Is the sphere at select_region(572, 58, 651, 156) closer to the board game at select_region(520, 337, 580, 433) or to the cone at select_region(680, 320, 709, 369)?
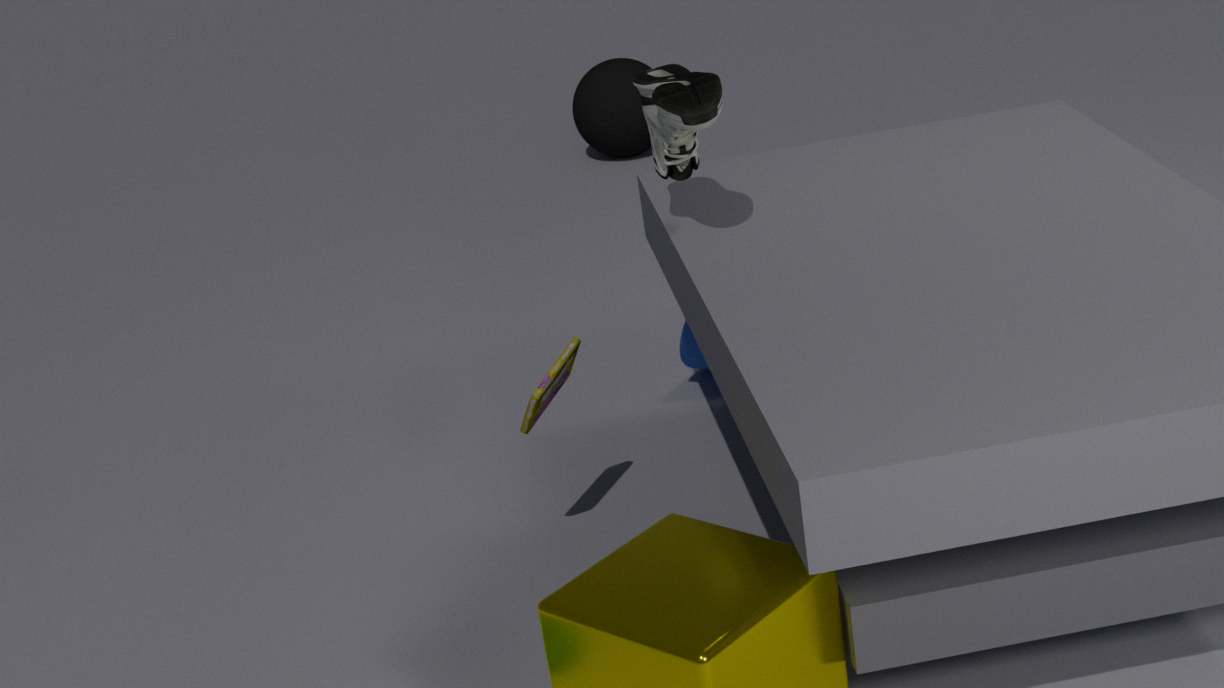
the cone at select_region(680, 320, 709, 369)
